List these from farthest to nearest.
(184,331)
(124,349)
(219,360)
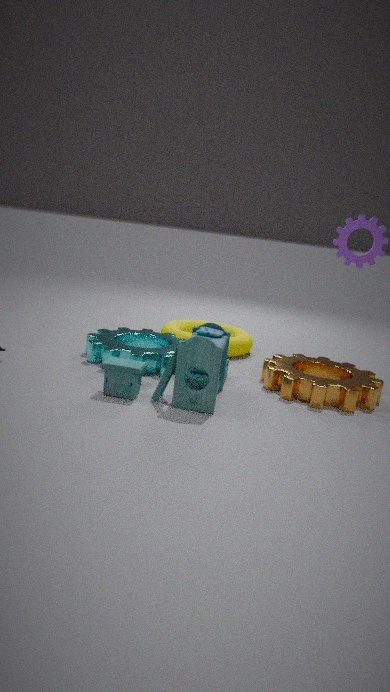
1. (184,331)
2. (124,349)
3. (219,360)
